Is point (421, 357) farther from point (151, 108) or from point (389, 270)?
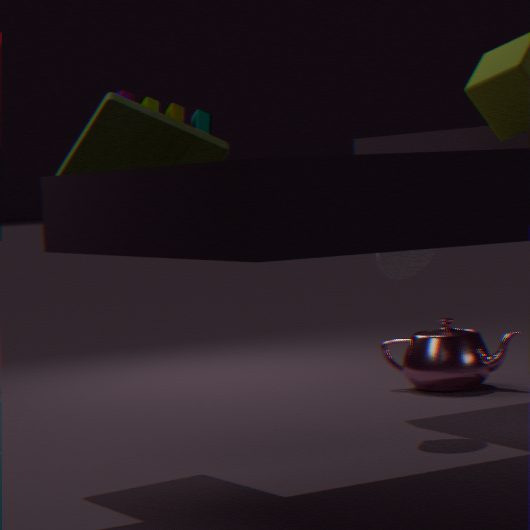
point (151, 108)
